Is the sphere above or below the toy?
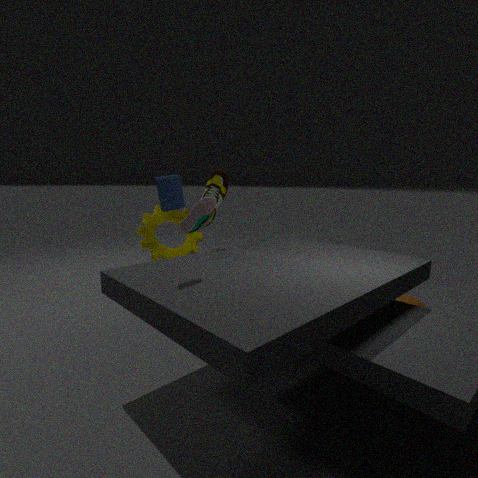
below
